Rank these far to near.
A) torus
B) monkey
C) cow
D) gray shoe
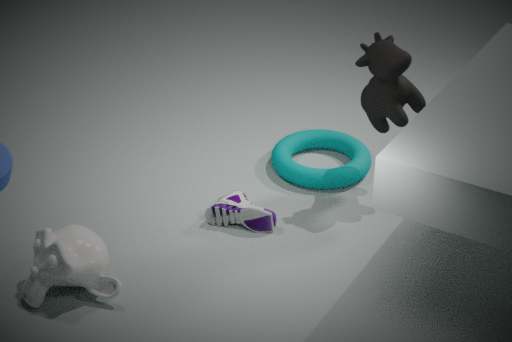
torus
gray shoe
cow
monkey
